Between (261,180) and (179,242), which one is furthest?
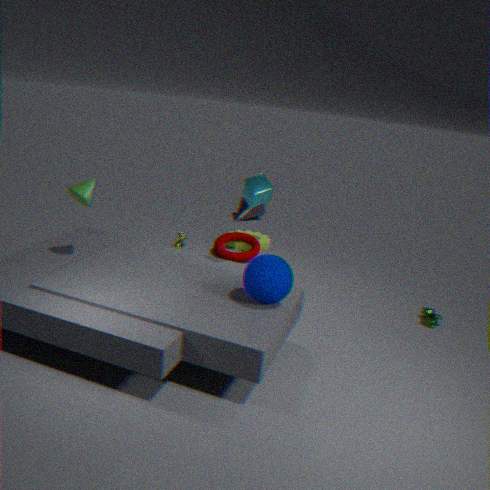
(179,242)
